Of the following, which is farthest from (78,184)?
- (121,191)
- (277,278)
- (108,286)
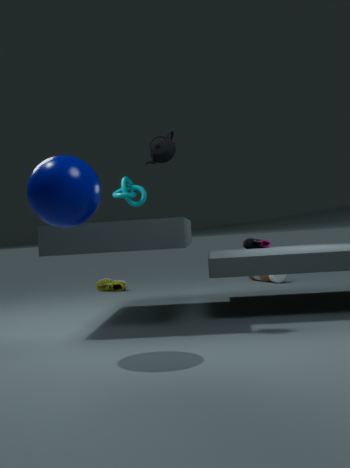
(277,278)
